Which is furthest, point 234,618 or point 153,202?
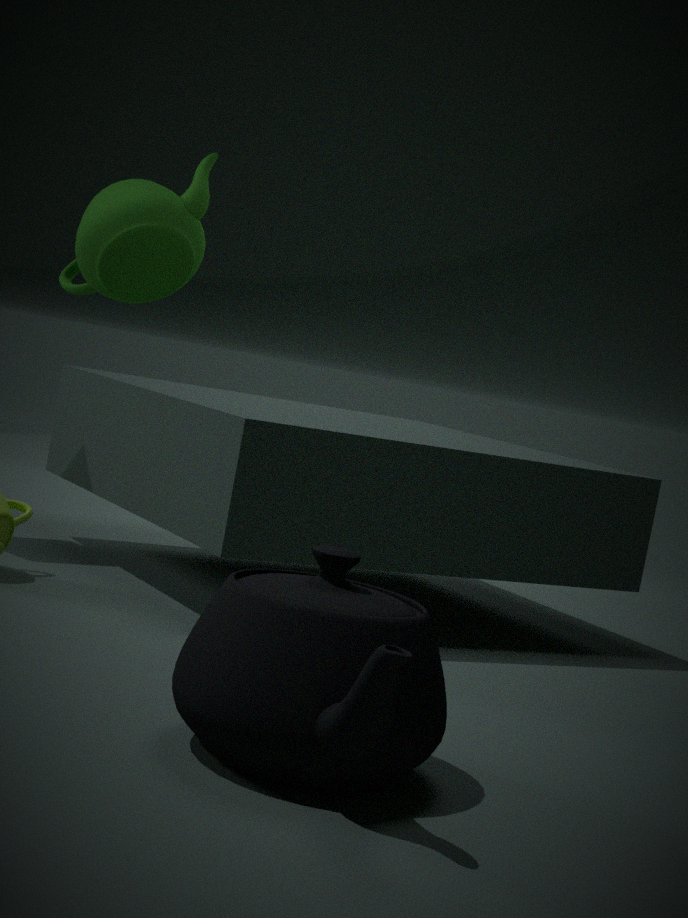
point 153,202
